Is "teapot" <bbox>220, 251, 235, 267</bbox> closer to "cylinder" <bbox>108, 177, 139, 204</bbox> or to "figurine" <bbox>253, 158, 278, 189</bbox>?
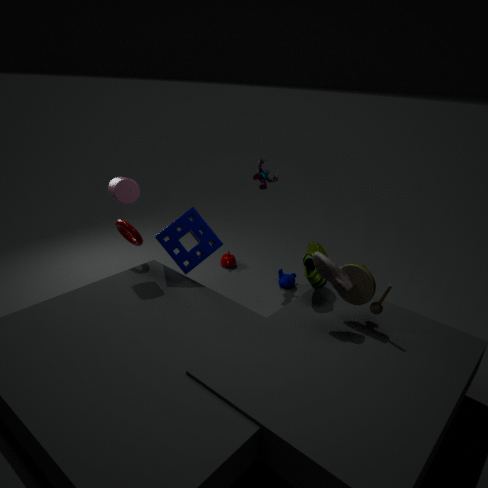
"figurine" <bbox>253, 158, 278, 189</bbox>
